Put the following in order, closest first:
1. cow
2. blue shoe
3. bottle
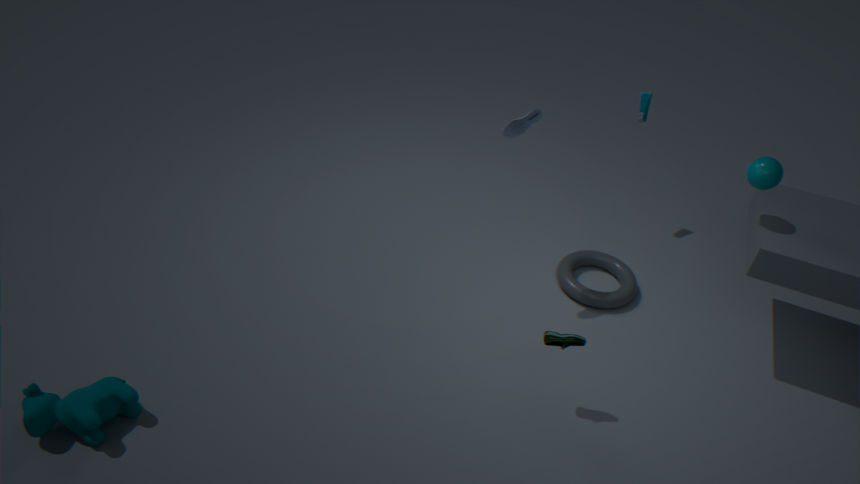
cow, blue shoe, bottle
